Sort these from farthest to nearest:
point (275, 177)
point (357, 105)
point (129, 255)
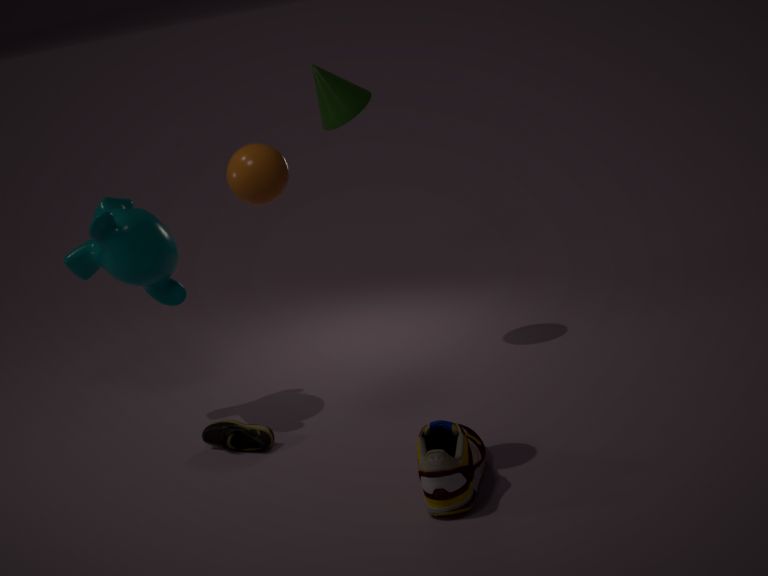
point (357, 105) → point (129, 255) → point (275, 177)
